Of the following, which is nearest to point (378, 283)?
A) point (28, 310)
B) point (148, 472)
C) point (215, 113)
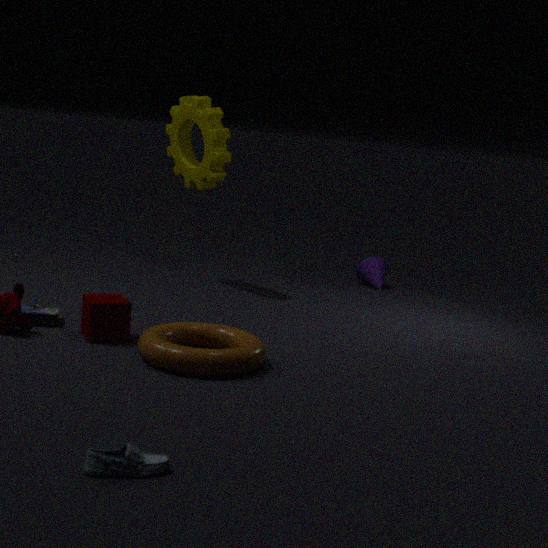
point (215, 113)
